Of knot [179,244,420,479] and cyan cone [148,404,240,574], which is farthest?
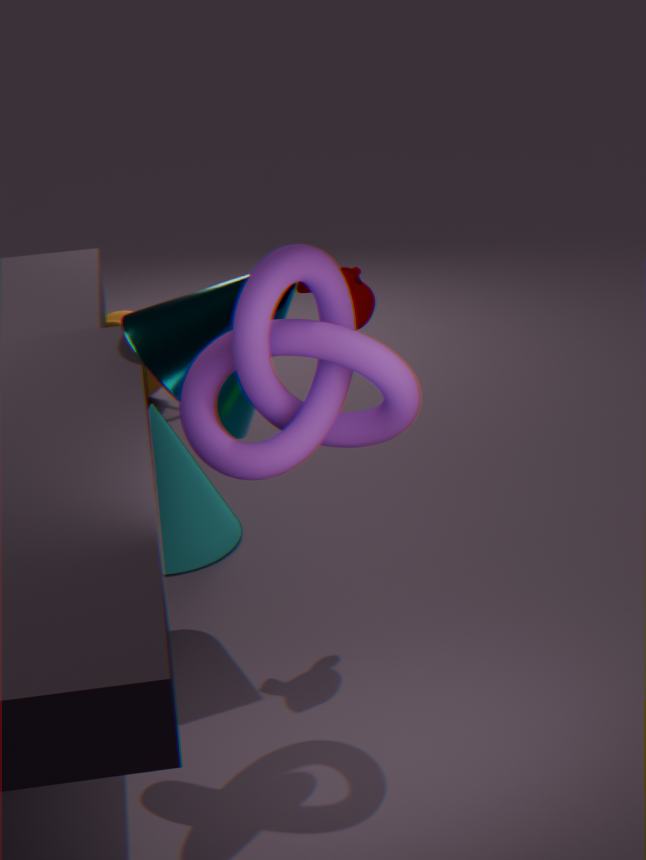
cyan cone [148,404,240,574]
